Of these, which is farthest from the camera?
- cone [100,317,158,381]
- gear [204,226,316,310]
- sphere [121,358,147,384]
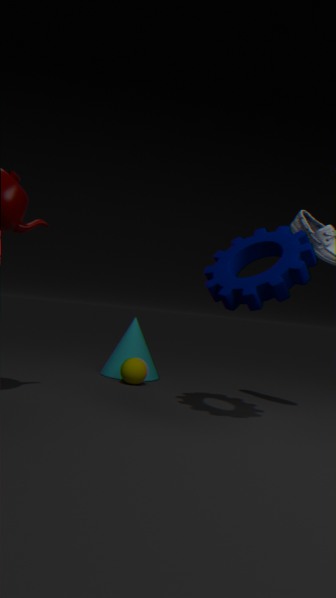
cone [100,317,158,381]
